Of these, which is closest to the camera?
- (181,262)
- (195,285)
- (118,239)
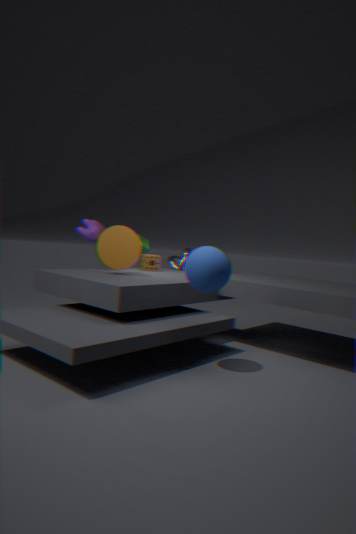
(195,285)
